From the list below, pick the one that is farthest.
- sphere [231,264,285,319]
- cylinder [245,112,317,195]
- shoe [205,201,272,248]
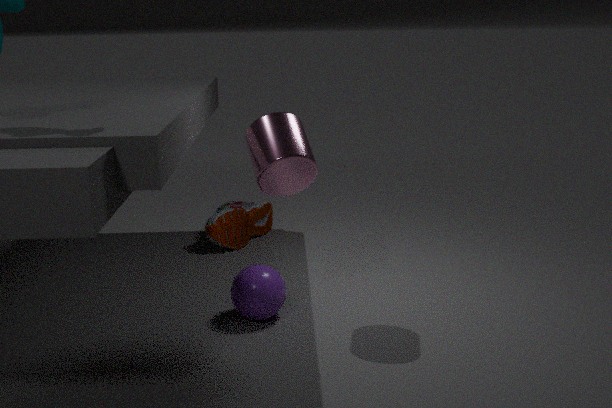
shoe [205,201,272,248]
